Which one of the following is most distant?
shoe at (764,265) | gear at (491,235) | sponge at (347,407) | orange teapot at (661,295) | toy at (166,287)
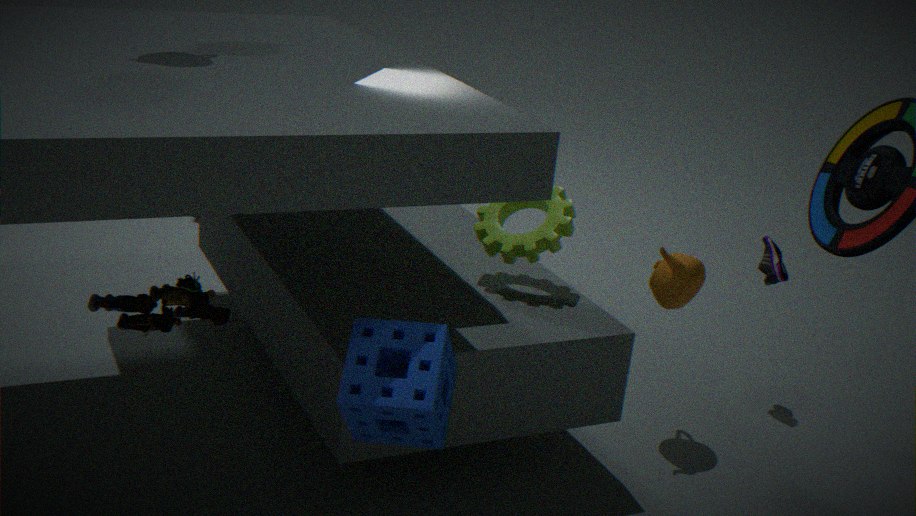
shoe at (764,265)
